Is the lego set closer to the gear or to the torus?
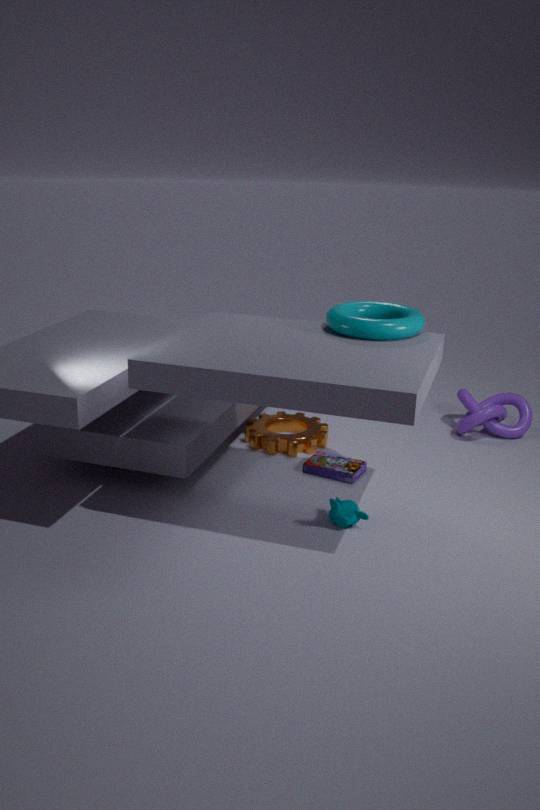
the gear
